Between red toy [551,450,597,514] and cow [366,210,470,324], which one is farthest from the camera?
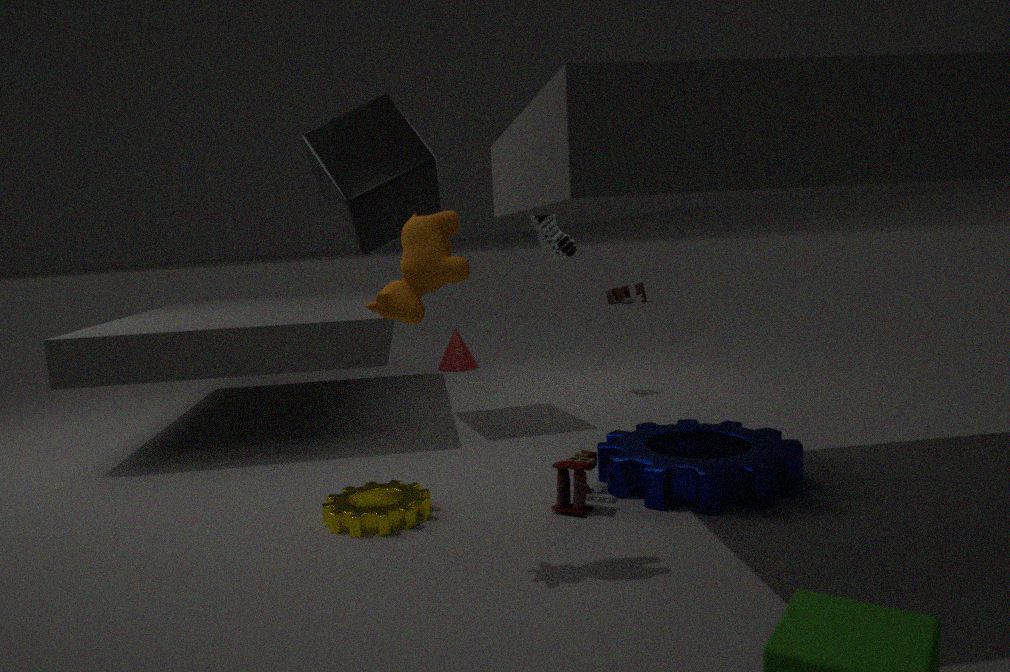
red toy [551,450,597,514]
